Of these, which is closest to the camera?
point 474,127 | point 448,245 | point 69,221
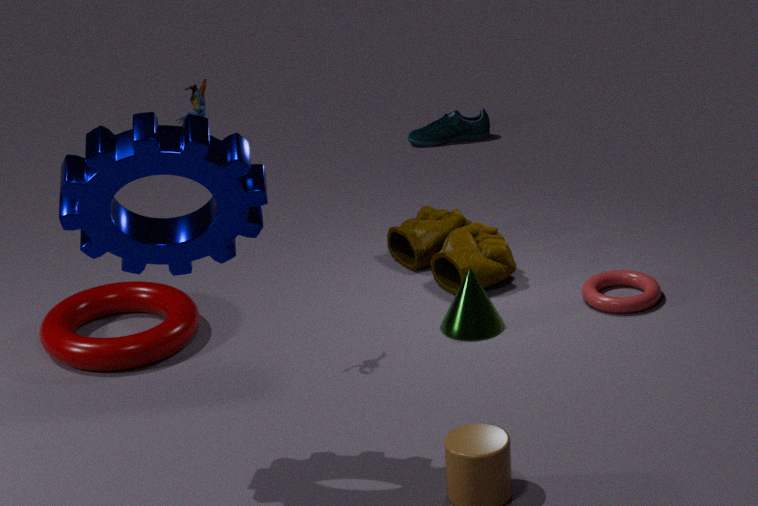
point 69,221
